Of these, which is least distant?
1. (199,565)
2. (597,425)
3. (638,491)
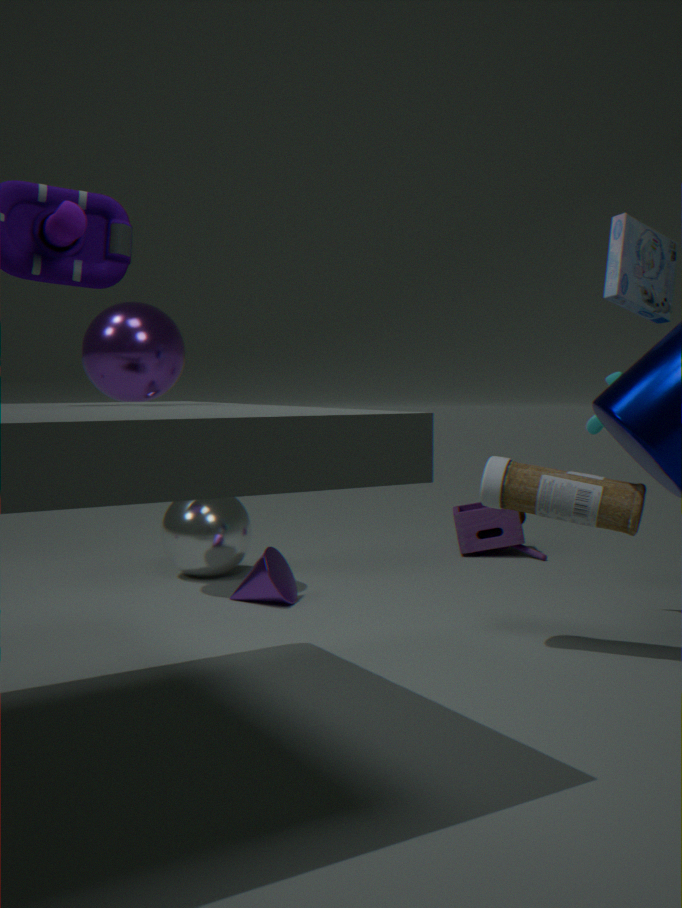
(638,491)
